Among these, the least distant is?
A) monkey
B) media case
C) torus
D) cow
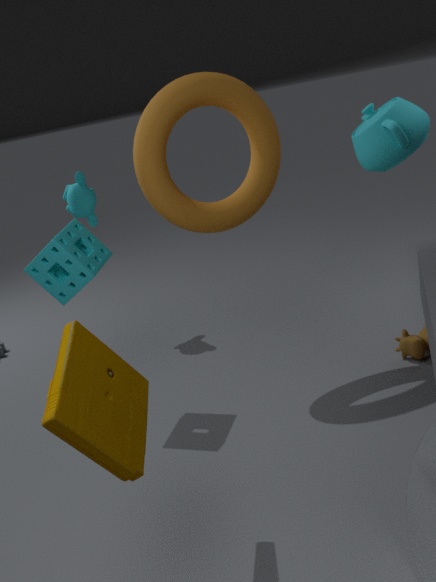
media case
